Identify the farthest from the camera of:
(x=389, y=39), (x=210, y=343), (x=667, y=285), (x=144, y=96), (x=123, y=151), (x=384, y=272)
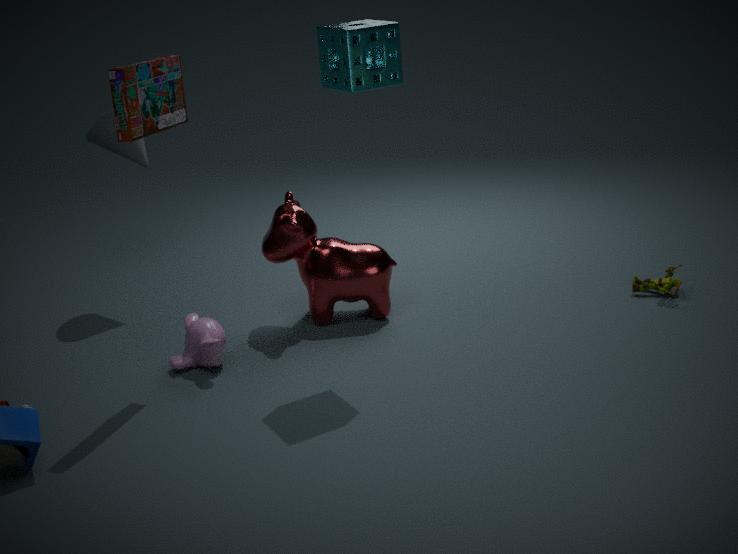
(x=123, y=151)
